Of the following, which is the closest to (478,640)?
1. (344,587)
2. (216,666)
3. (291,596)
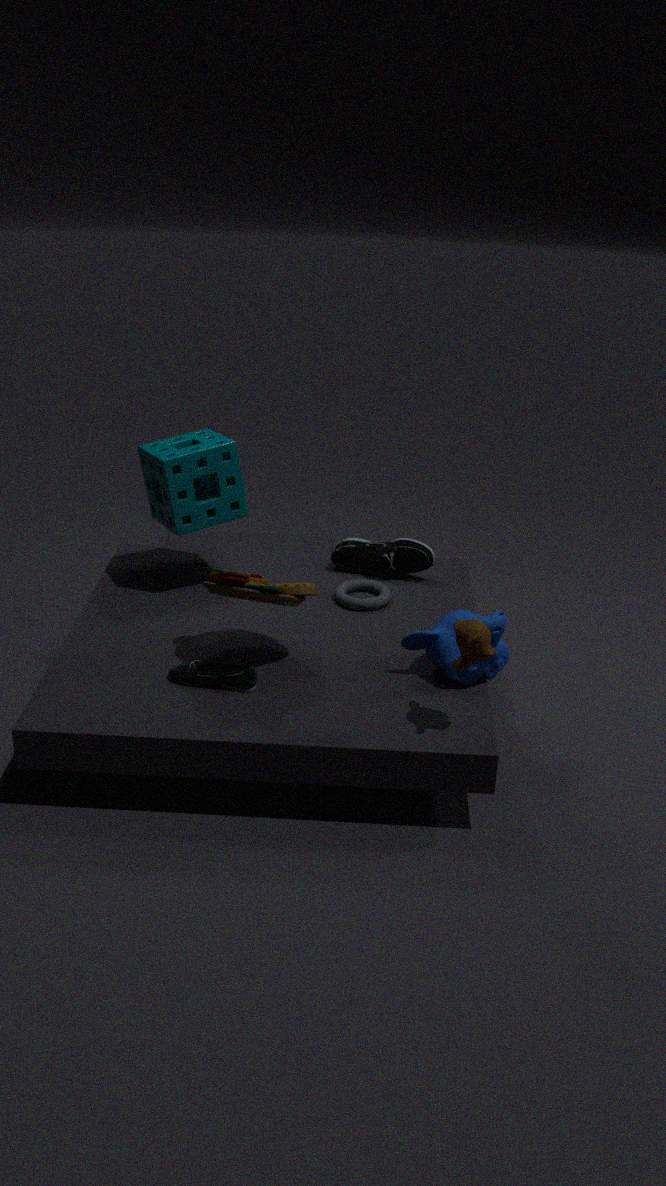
(291,596)
